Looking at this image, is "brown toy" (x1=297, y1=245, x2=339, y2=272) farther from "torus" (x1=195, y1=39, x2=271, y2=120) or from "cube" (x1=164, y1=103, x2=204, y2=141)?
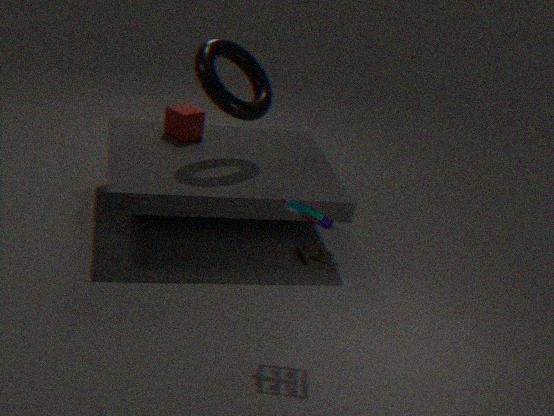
"cube" (x1=164, y1=103, x2=204, y2=141)
